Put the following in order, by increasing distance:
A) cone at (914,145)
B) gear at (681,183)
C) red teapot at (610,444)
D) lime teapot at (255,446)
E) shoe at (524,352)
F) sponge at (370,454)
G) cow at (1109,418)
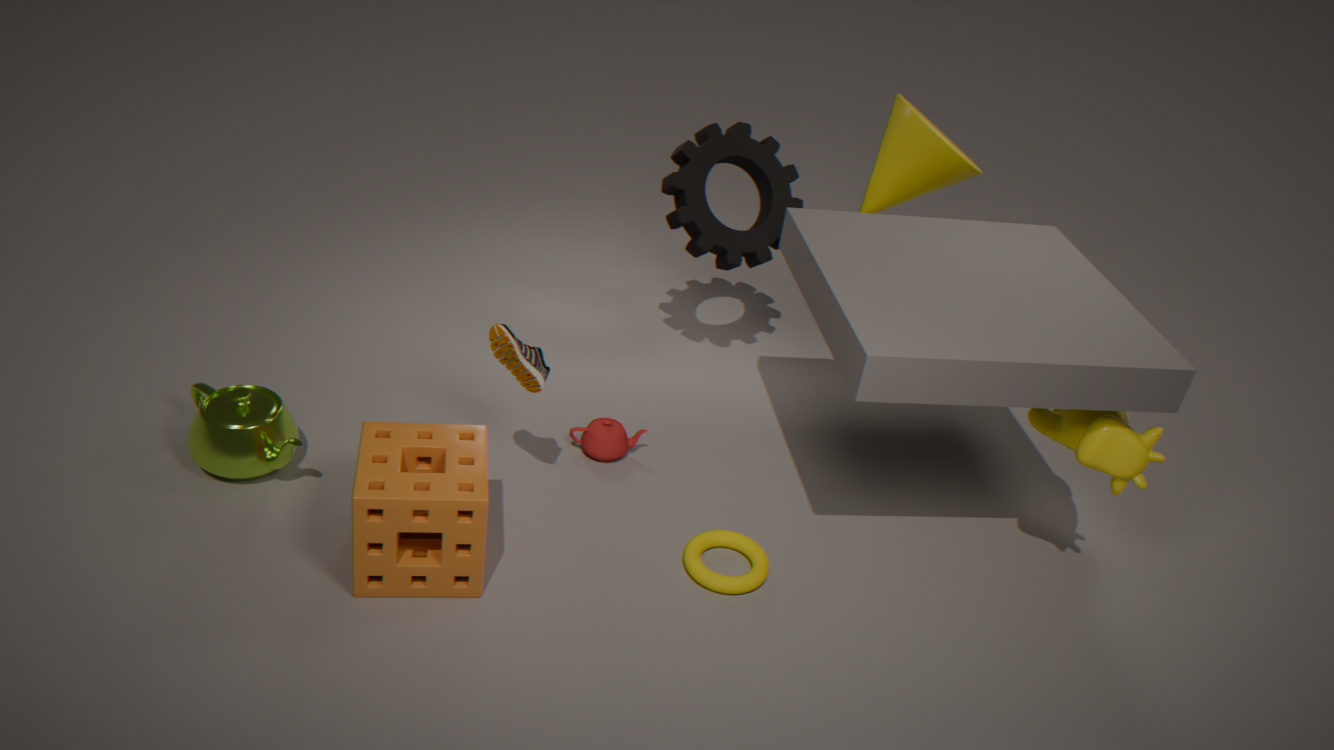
sponge at (370,454)
cow at (1109,418)
shoe at (524,352)
lime teapot at (255,446)
red teapot at (610,444)
cone at (914,145)
gear at (681,183)
